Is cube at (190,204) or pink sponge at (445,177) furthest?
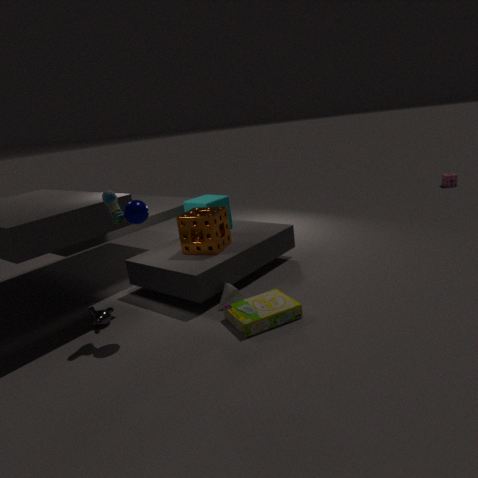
pink sponge at (445,177)
